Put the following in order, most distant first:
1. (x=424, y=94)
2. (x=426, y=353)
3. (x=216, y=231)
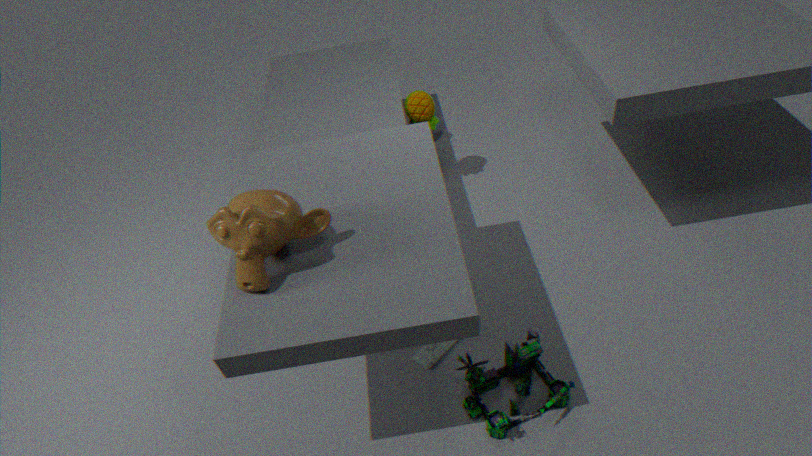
(x=424, y=94)
(x=426, y=353)
(x=216, y=231)
